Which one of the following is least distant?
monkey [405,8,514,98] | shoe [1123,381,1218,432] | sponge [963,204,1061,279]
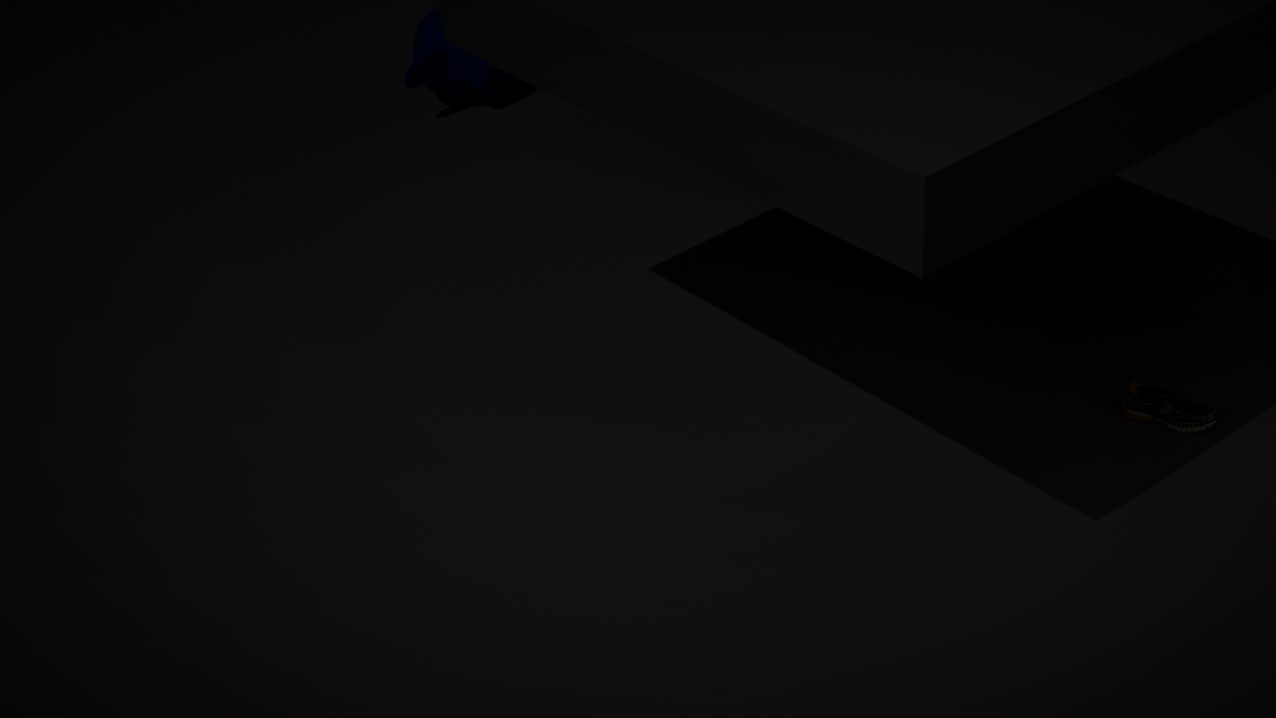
shoe [1123,381,1218,432]
